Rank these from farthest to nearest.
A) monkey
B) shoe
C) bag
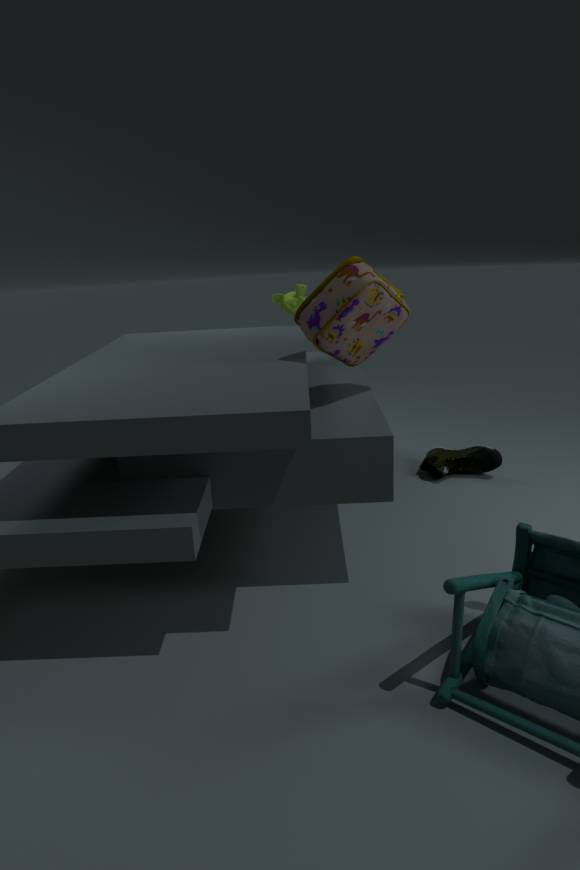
1. monkey
2. shoe
3. bag
